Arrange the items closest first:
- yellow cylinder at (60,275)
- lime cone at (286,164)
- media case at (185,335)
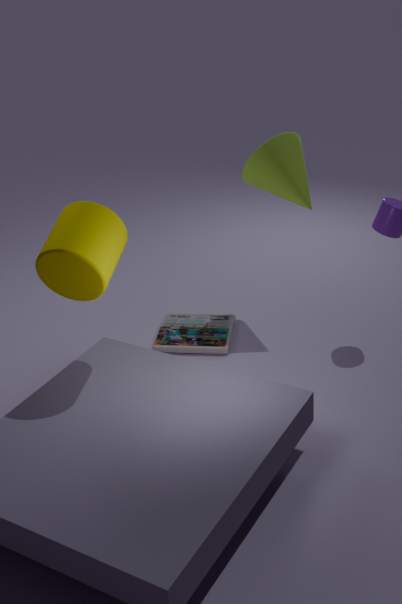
yellow cylinder at (60,275) < lime cone at (286,164) < media case at (185,335)
